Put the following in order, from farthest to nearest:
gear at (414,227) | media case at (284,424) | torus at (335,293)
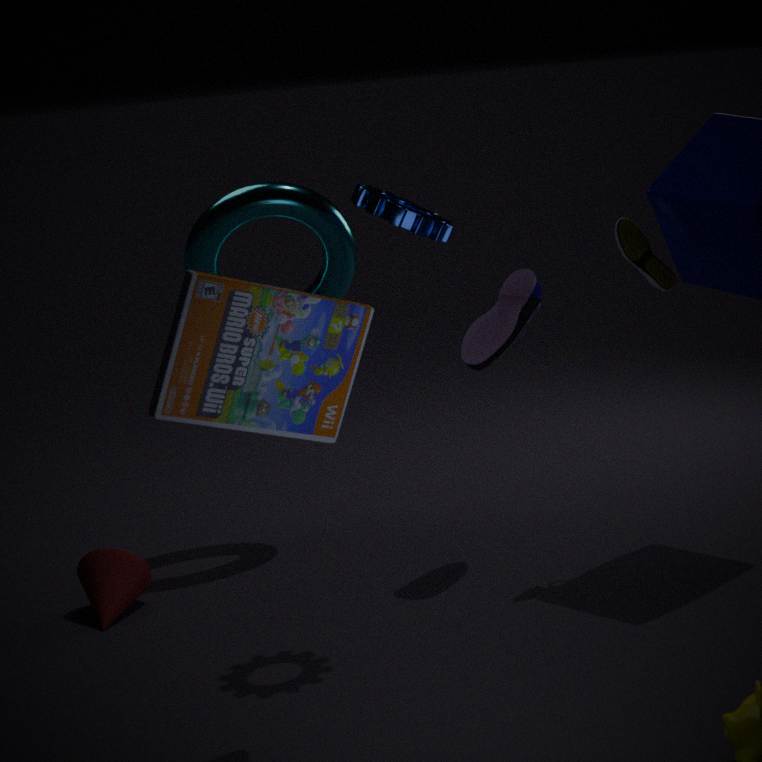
torus at (335,293) < gear at (414,227) < media case at (284,424)
